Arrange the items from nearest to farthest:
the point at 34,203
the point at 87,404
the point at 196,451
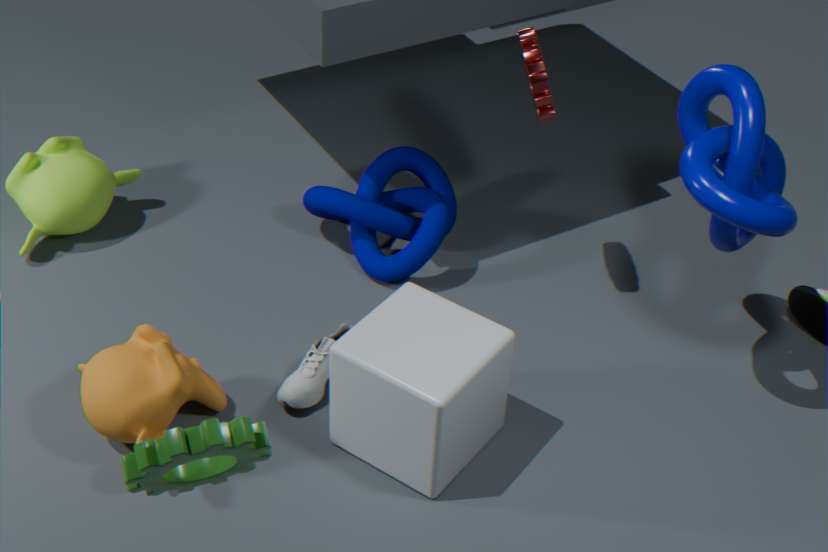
the point at 196,451
the point at 87,404
the point at 34,203
